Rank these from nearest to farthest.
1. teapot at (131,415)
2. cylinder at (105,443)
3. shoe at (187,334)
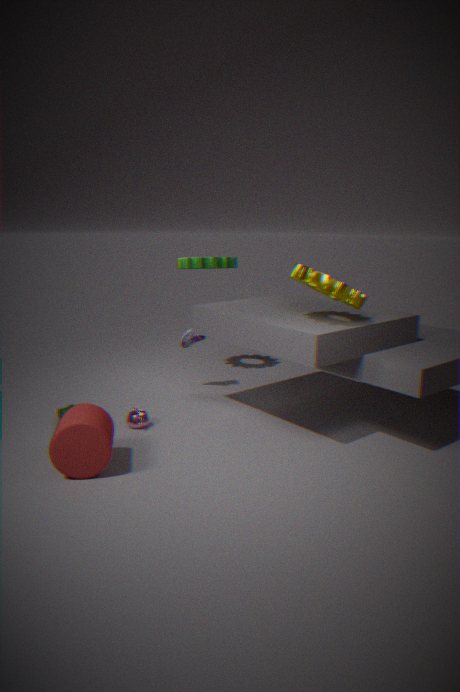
cylinder at (105,443)
teapot at (131,415)
shoe at (187,334)
